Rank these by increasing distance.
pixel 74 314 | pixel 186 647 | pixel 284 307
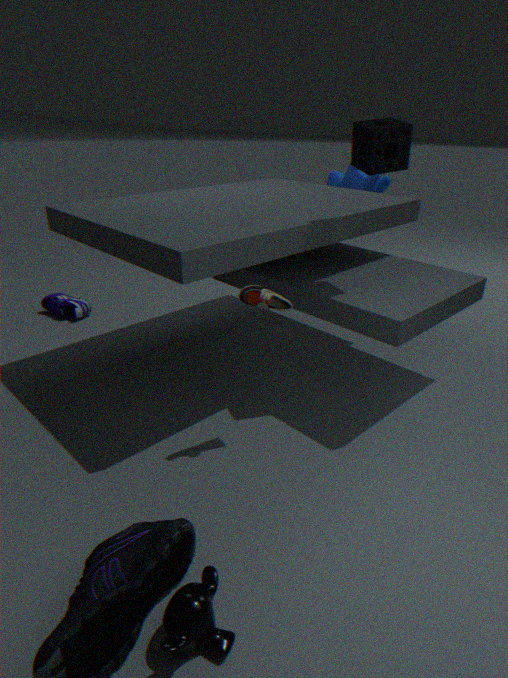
pixel 186 647 → pixel 284 307 → pixel 74 314
